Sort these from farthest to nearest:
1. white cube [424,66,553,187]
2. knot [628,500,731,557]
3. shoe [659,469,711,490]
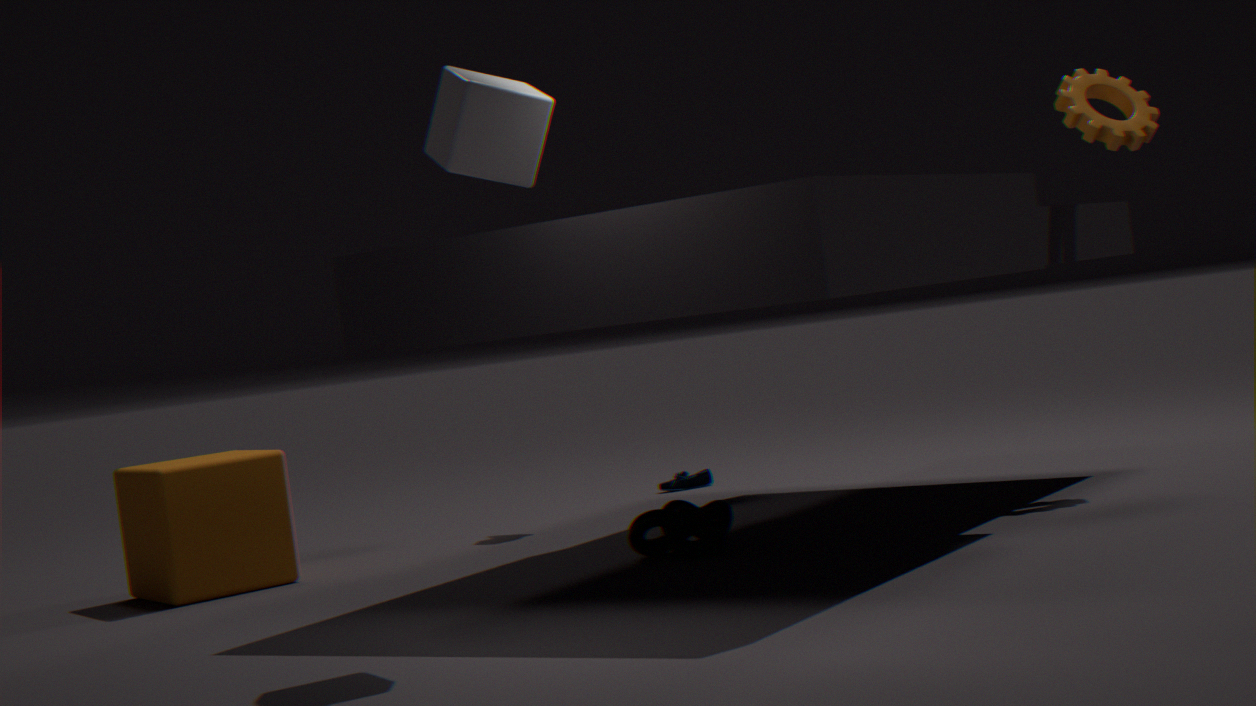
shoe [659,469,711,490]
knot [628,500,731,557]
white cube [424,66,553,187]
